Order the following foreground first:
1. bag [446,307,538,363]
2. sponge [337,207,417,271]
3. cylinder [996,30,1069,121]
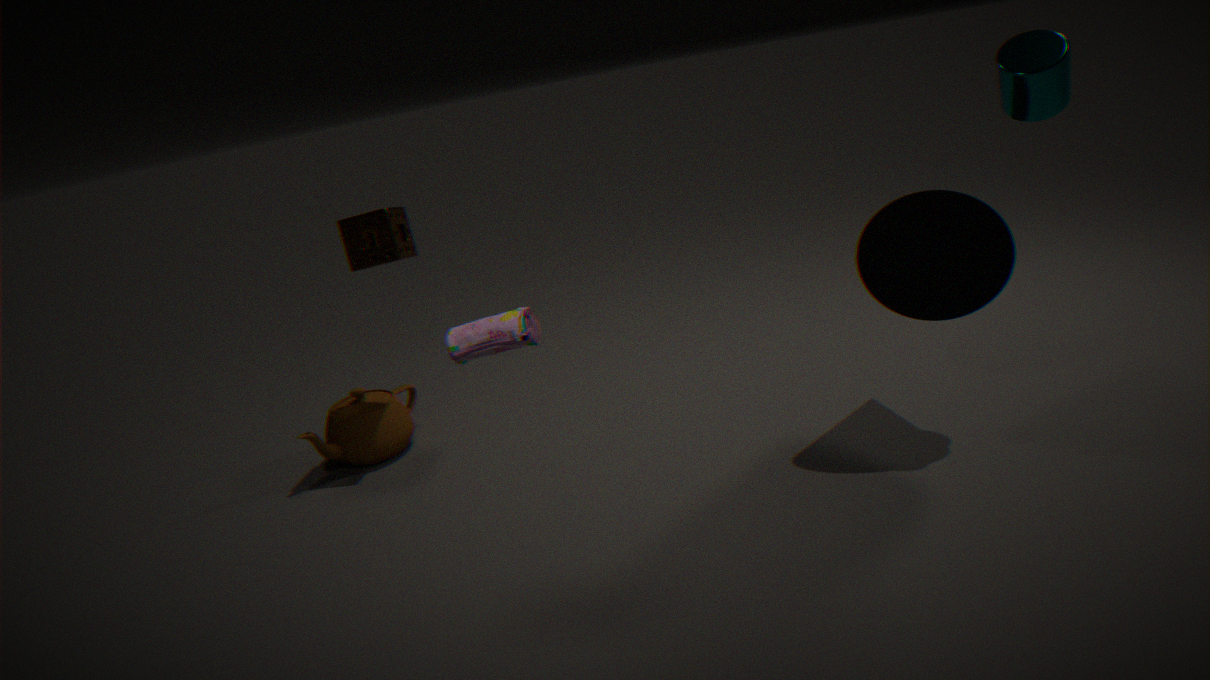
bag [446,307,538,363]
cylinder [996,30,1069,121]
sponge [337,207,417,271]
